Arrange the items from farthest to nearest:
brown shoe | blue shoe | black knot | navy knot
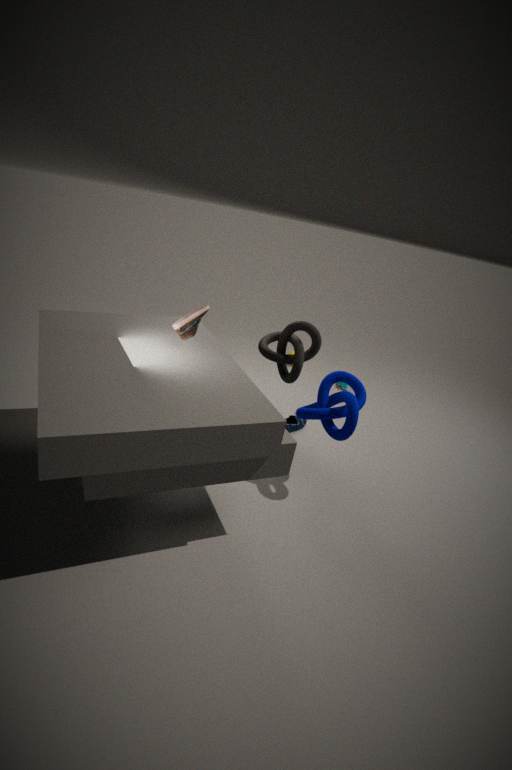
blue shoe → black knot → navy knot → brown shoe
